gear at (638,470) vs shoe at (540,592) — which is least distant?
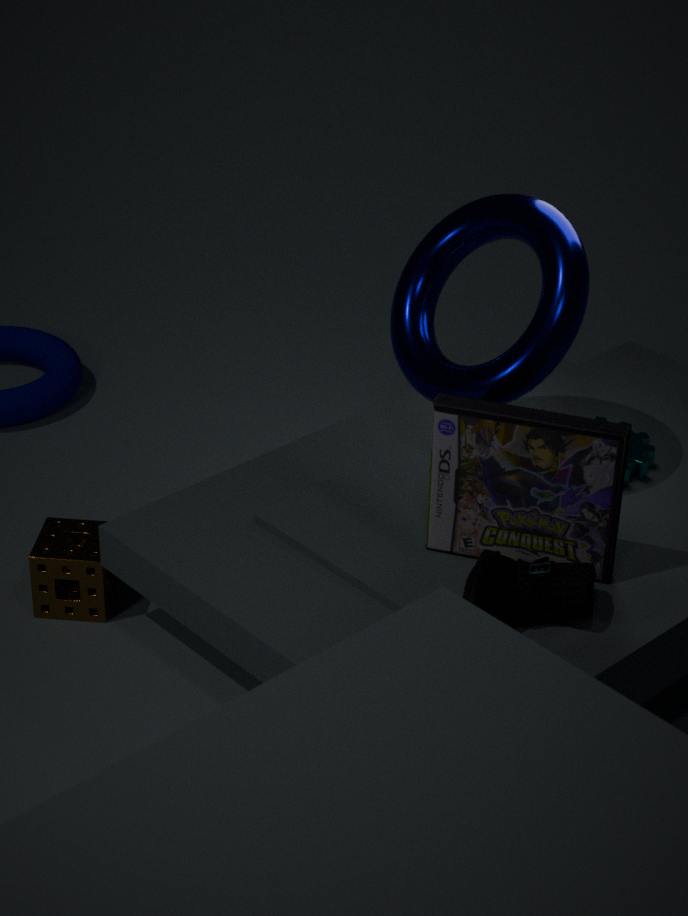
shoe at (540,592)
